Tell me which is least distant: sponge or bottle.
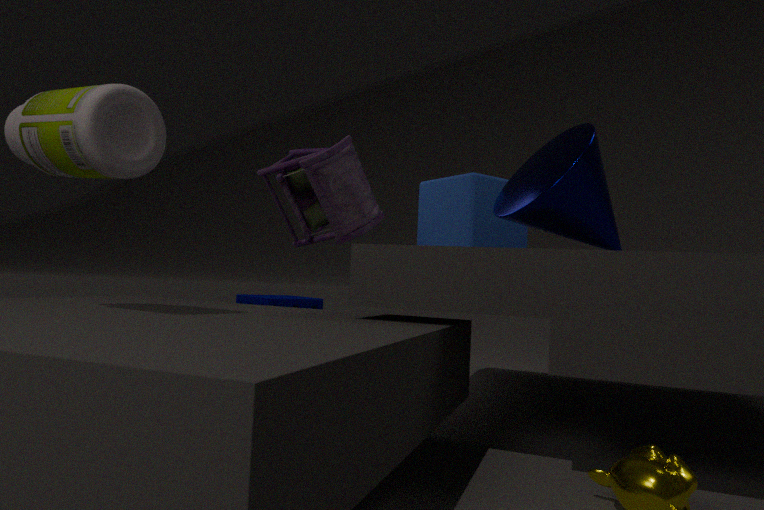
bottle
